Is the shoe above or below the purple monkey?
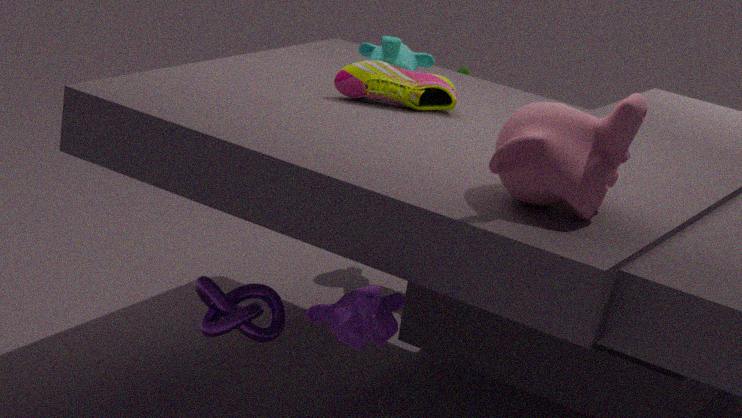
above
